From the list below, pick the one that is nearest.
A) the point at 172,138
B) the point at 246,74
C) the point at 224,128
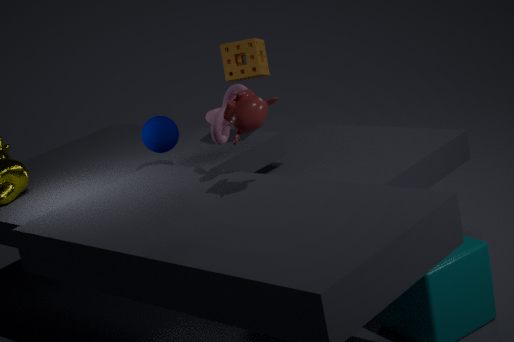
the point at 224,128
